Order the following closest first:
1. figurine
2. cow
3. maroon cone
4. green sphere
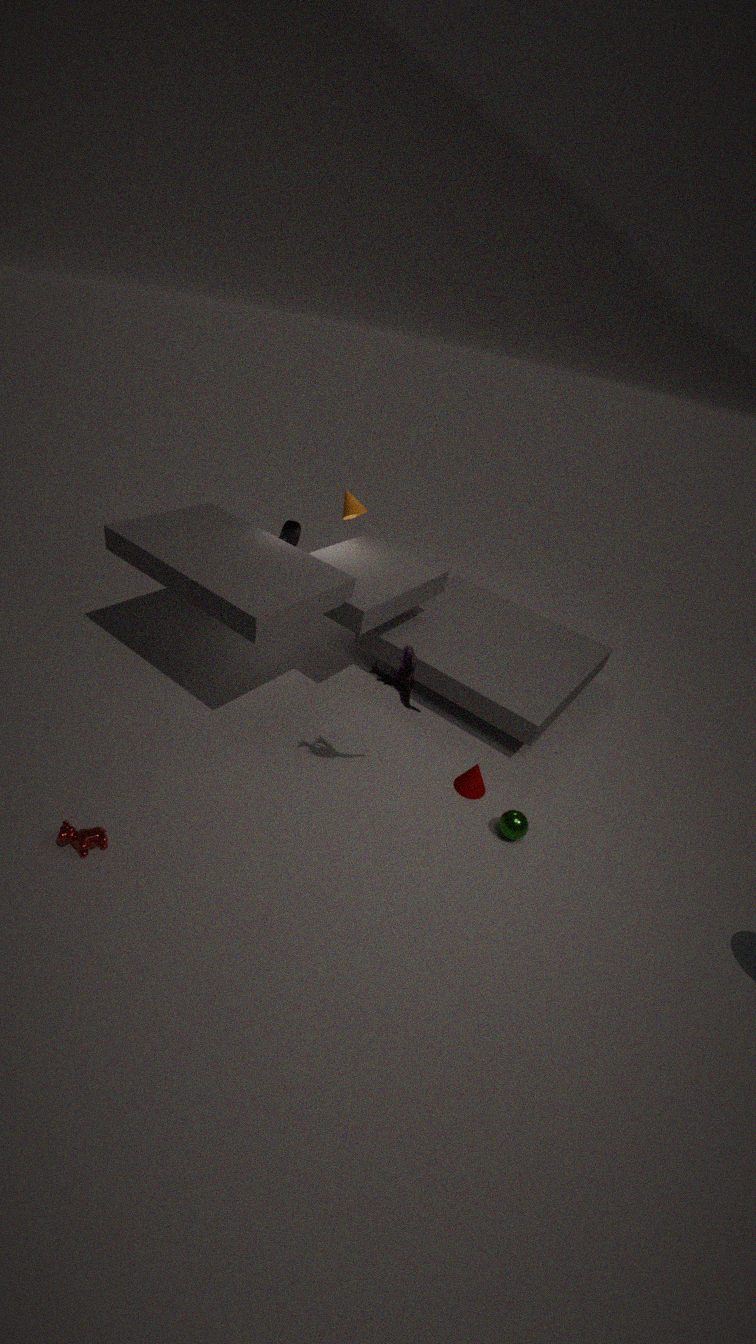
cow → figurine → green sphere → maroon cone
